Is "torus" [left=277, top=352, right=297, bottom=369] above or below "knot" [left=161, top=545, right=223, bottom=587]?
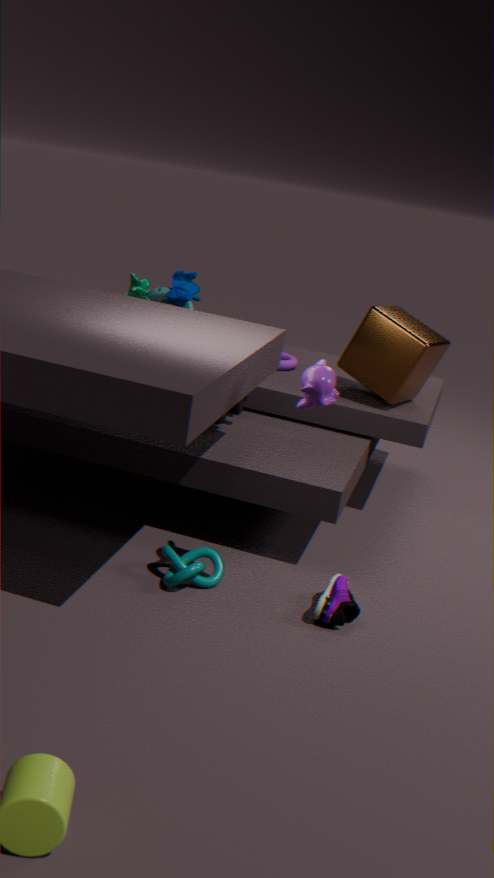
above
